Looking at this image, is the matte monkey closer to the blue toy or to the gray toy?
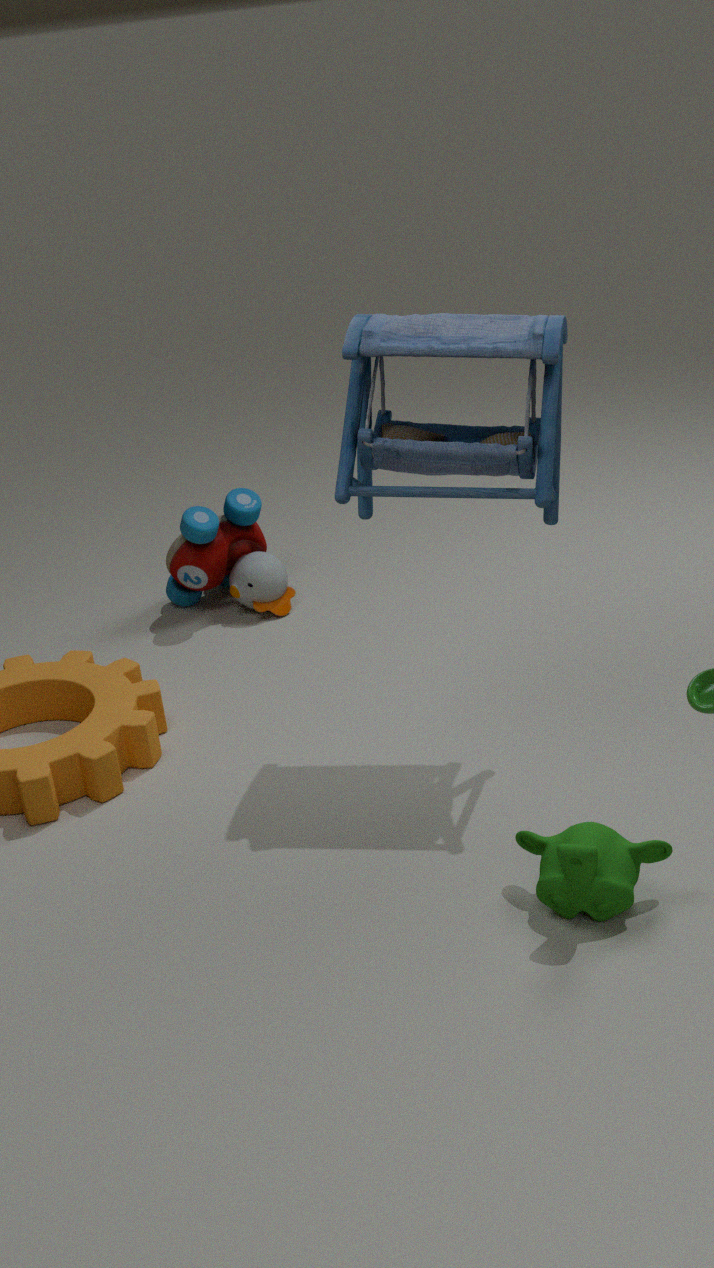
the blue toy
